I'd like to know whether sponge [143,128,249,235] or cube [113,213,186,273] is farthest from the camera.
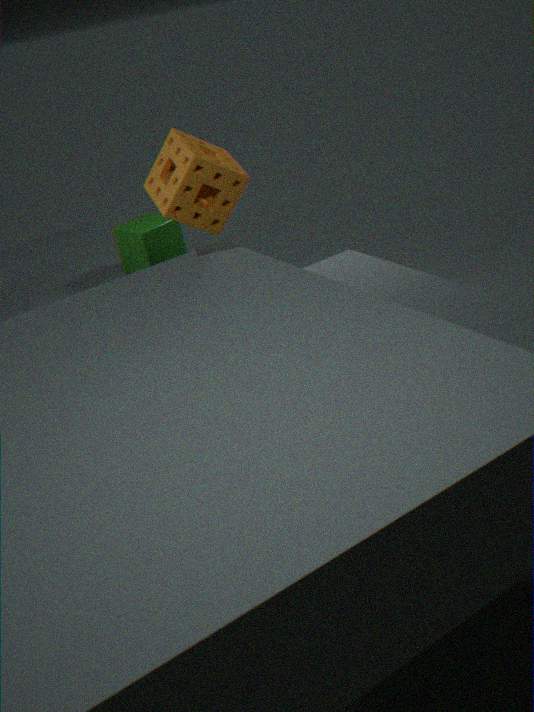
cube [113,213,186,273]
